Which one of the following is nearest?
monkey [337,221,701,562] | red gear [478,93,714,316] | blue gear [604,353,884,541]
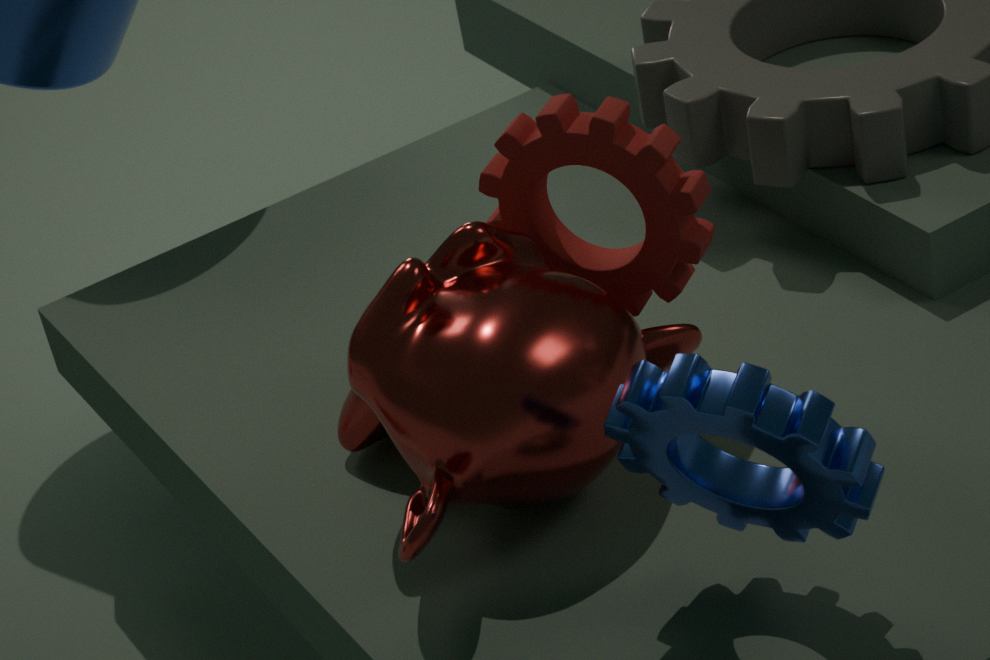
blue gear [604,353,884,541]
